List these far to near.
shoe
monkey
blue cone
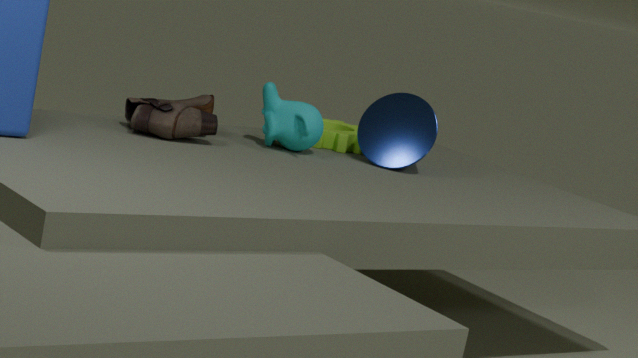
blue cone < monkey < shoe
